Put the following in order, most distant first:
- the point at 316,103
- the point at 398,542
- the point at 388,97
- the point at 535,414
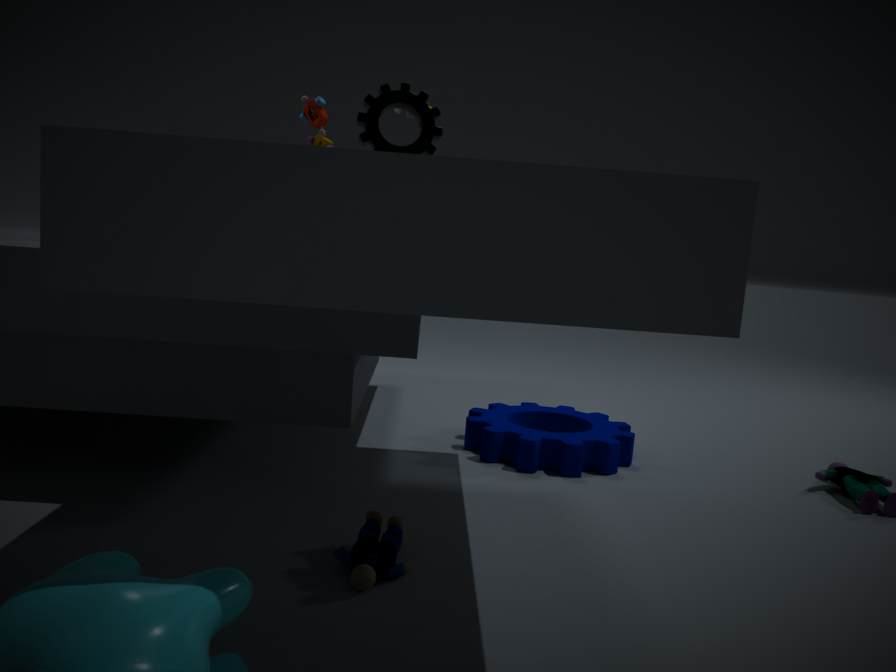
the point at 535,414 < the point at 316,103 < the point at 388,97 < the point at 398,542
